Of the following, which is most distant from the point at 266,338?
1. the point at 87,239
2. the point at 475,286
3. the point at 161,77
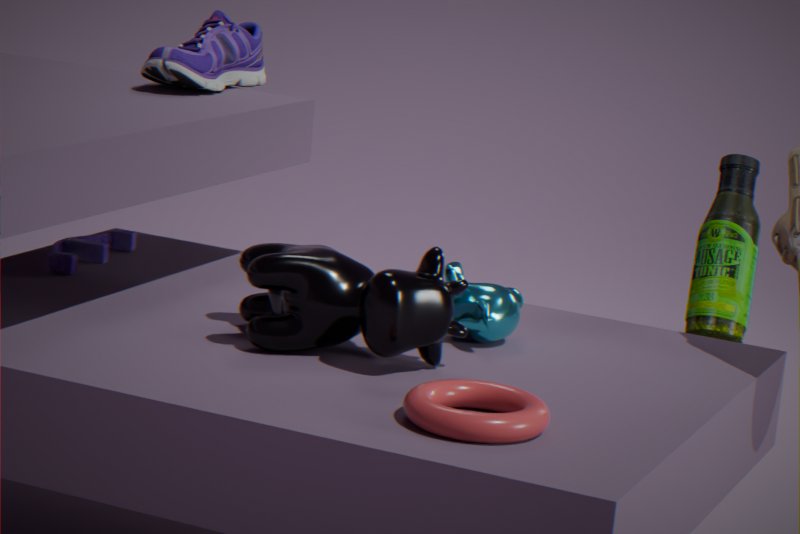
the point at 161,77
